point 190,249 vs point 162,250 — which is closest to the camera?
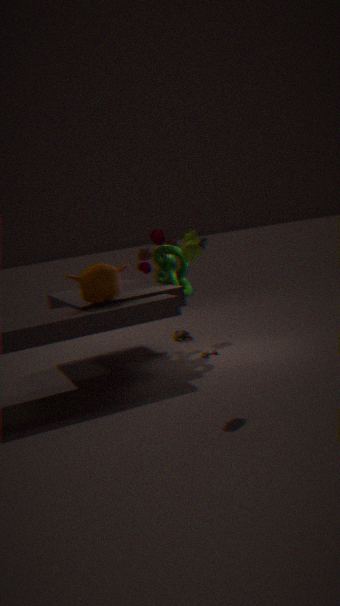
point 190,249
